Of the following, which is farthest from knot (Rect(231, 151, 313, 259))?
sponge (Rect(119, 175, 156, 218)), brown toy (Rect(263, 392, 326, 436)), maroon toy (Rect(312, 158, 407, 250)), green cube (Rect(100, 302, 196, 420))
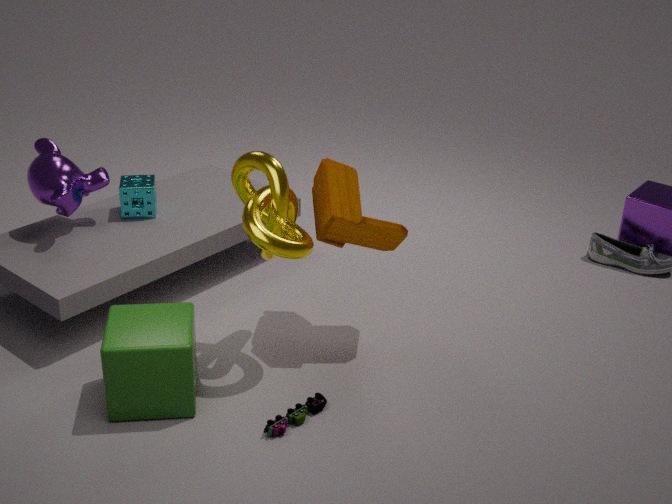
sponge (Rect(119, 175, 156, 218))
